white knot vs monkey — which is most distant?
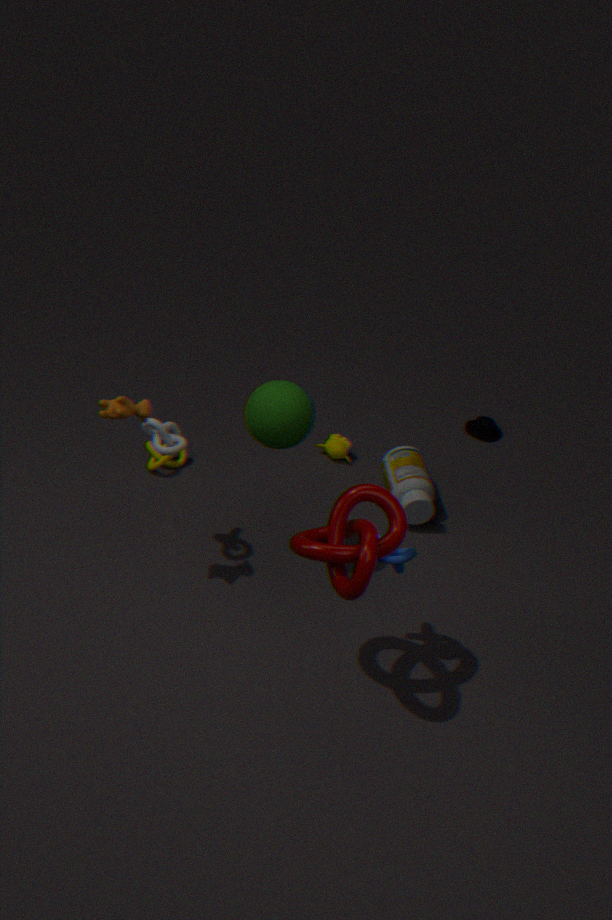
monkey
